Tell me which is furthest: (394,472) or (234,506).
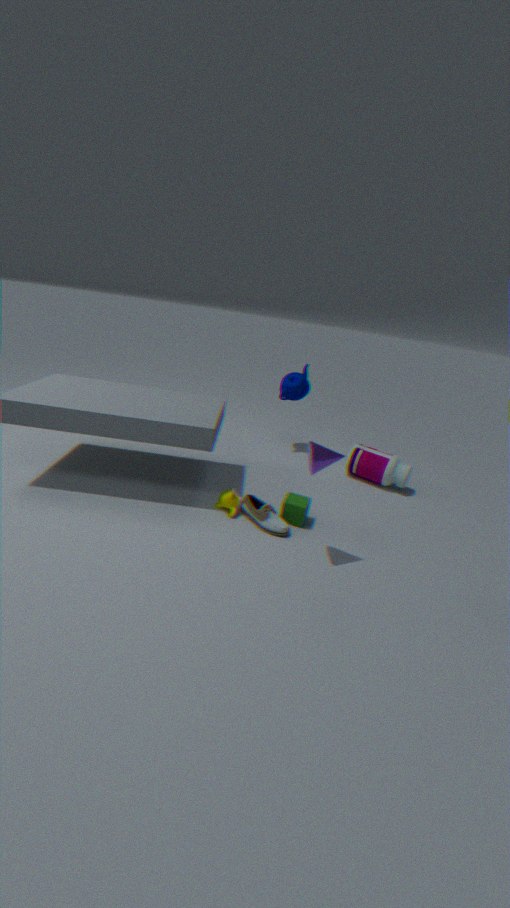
(394,472)
